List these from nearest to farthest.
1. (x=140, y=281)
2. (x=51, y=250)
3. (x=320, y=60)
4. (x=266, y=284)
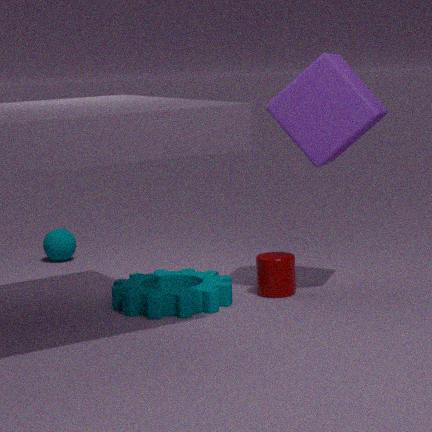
(x=320, y=60), (x=140, y=281), (x=266, y=284), (x=51, y=250)
